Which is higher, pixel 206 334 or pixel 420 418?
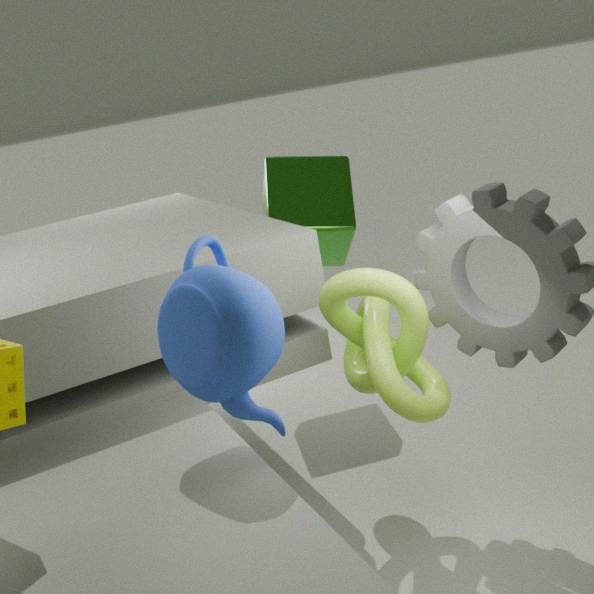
pixel 206 334
